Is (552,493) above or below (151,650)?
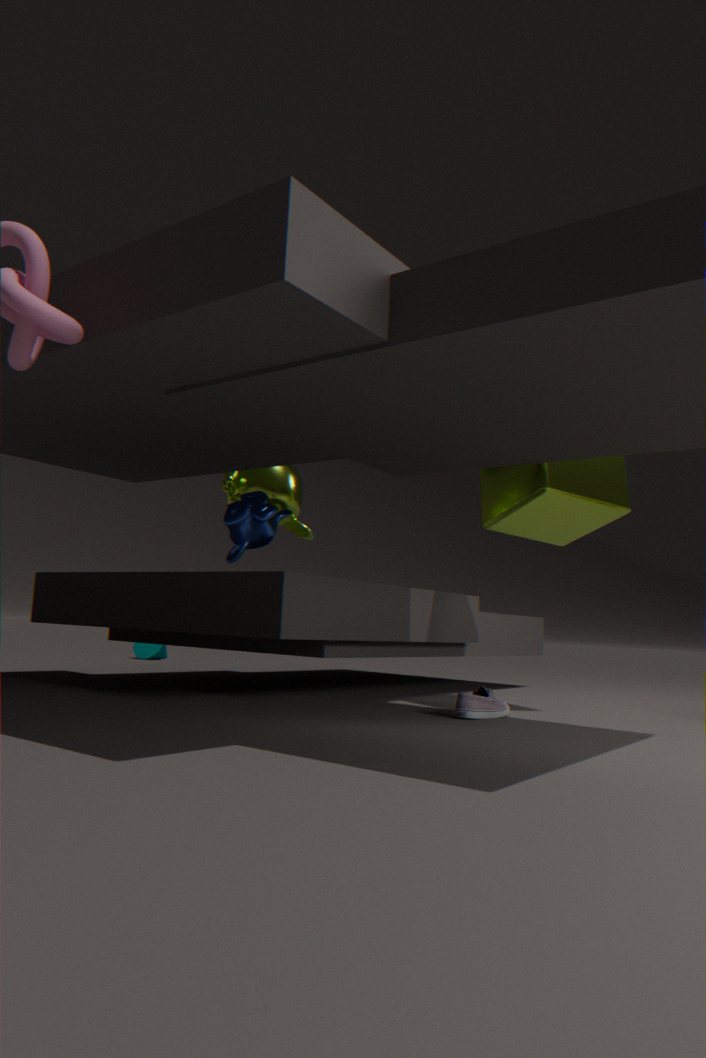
above
